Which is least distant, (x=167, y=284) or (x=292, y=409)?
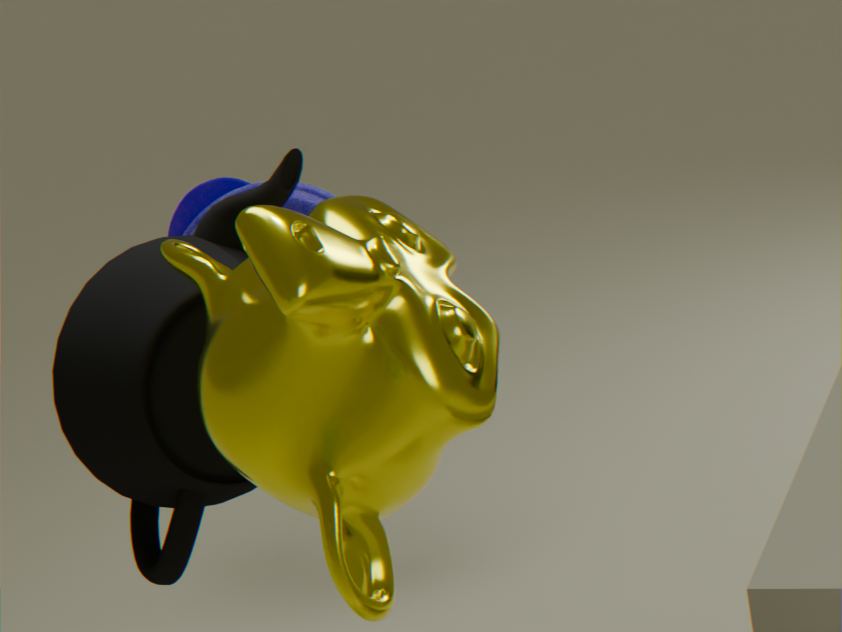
(x=292, y=409)
